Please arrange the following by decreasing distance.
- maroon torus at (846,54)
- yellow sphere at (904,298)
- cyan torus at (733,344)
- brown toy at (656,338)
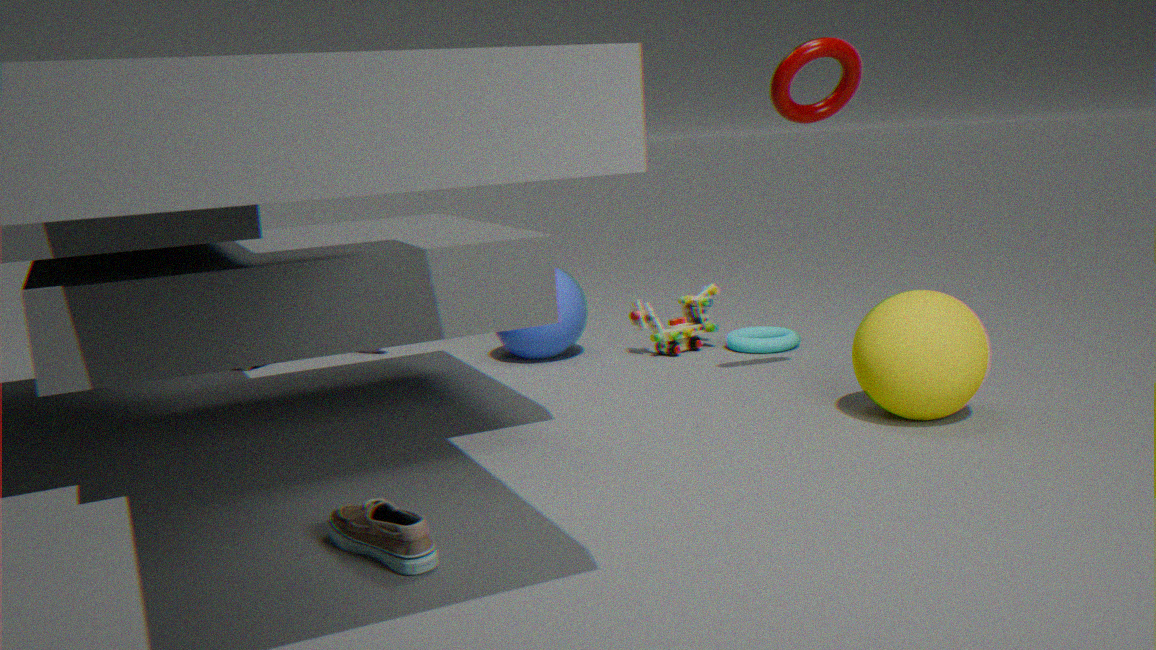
brown toy at (656,338) → cyan torus at (733,344) → maroon torus at (846,54) → yellow sphere at (904,298)
